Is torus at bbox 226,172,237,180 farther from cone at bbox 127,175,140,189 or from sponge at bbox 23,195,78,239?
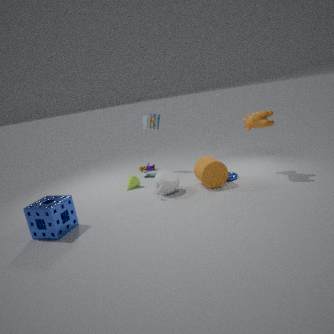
sponge at bbox 23,195,78,239
